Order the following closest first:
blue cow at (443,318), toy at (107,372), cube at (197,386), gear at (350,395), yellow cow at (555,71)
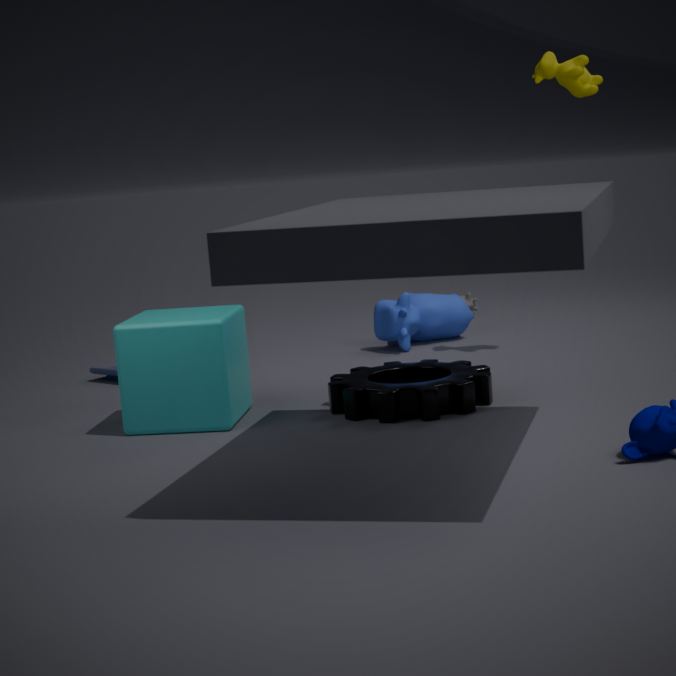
gear at (350,395), cube at (197,386), yellow cow at (555,71), toy at (107,372), blue cow at (443,318)
